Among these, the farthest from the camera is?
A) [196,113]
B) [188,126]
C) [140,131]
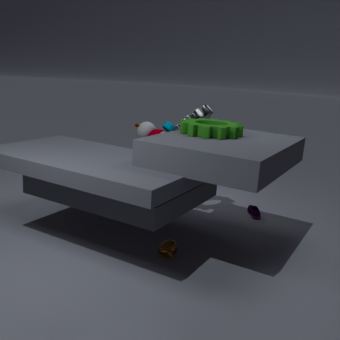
[140,131]
